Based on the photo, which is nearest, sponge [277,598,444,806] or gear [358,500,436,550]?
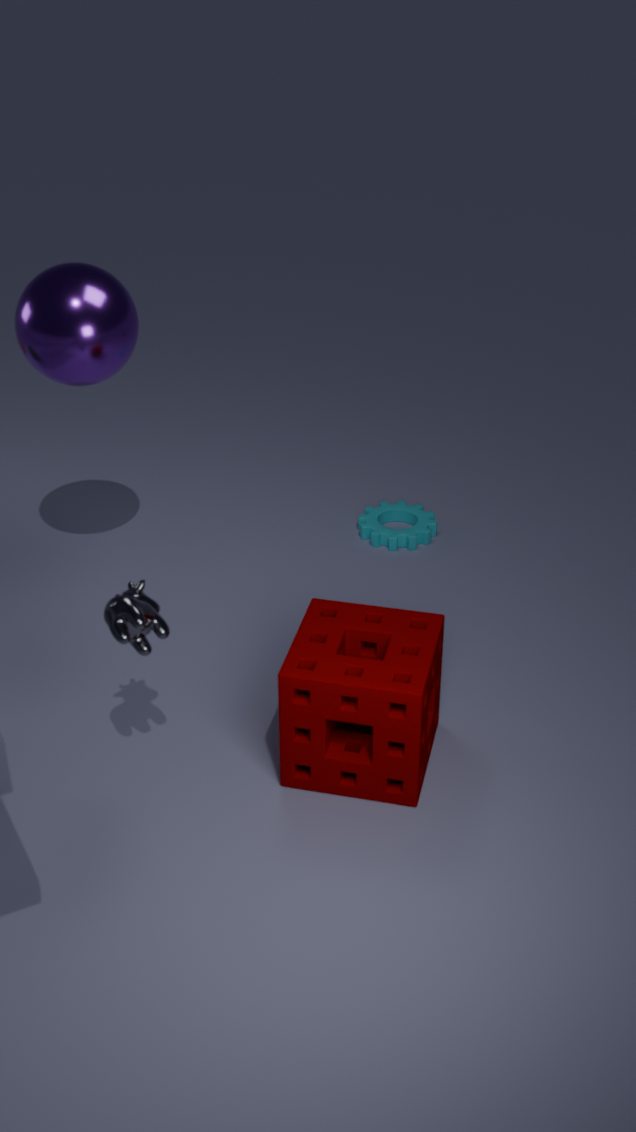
sponge [277,598,444,806]
